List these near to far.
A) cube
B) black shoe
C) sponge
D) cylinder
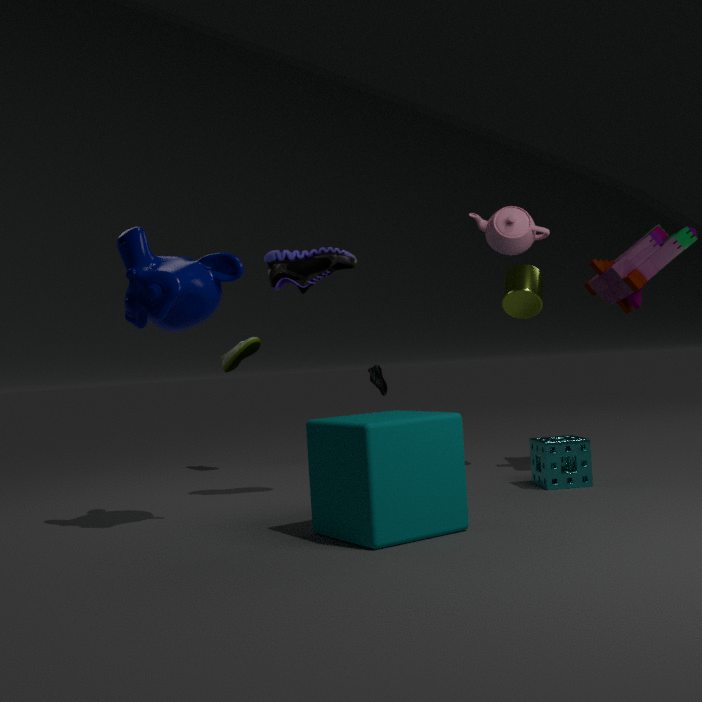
cube
sponge
cylinder
black shoe
